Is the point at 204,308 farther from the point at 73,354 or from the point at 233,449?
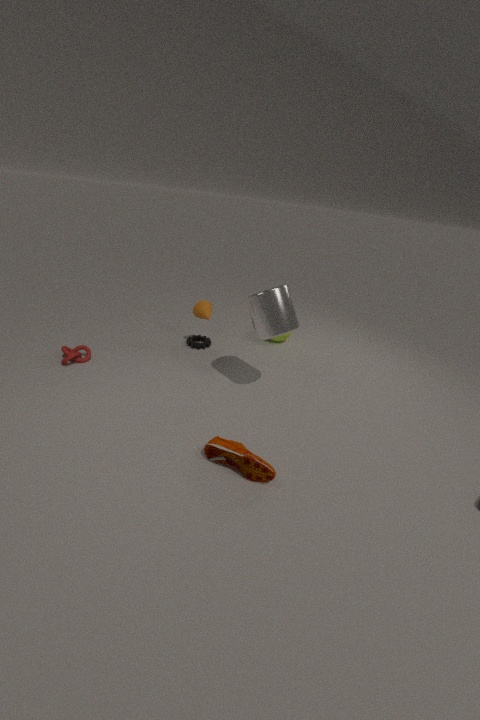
the point at 233,449
